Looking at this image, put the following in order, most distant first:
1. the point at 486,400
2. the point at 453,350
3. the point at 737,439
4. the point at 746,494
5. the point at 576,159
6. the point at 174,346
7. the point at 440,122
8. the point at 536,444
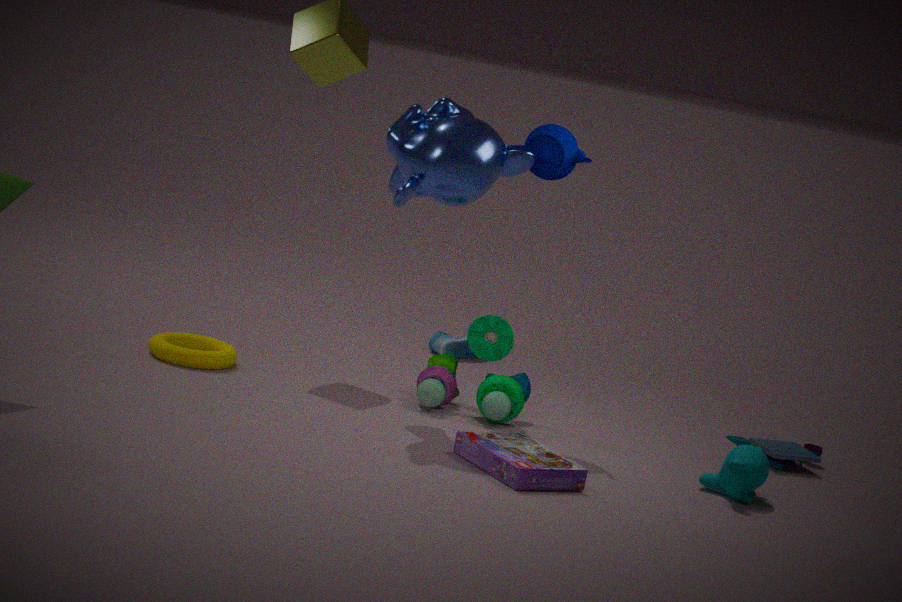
the point at 453,350 < the point at 737,439 < the point at 174,346 < the point at 486,400 < the point at 576,159 < the point at 440,122 < the point at 746,494 < the point at 536,444
